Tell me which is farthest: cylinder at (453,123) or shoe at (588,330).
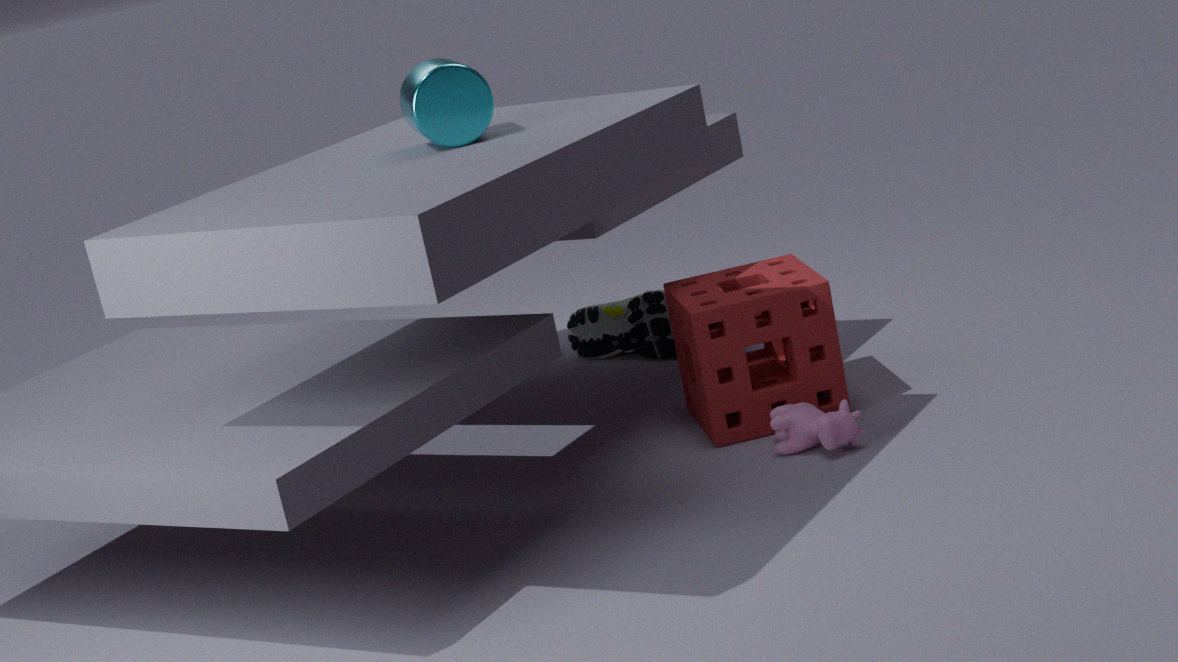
shoe at (588,330)
